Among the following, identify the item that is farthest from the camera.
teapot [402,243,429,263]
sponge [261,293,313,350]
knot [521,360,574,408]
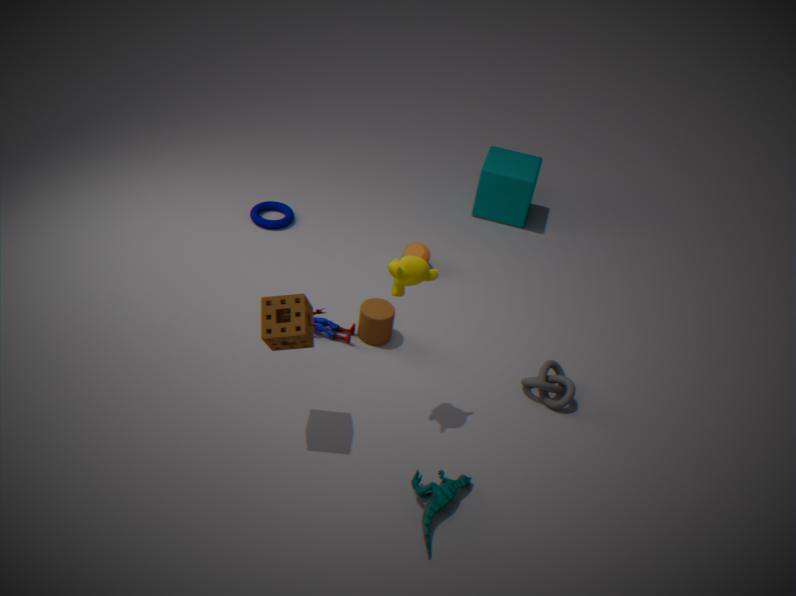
teapot [402,243,429,263]
